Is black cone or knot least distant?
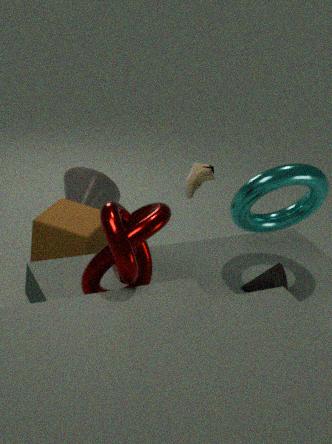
knot
